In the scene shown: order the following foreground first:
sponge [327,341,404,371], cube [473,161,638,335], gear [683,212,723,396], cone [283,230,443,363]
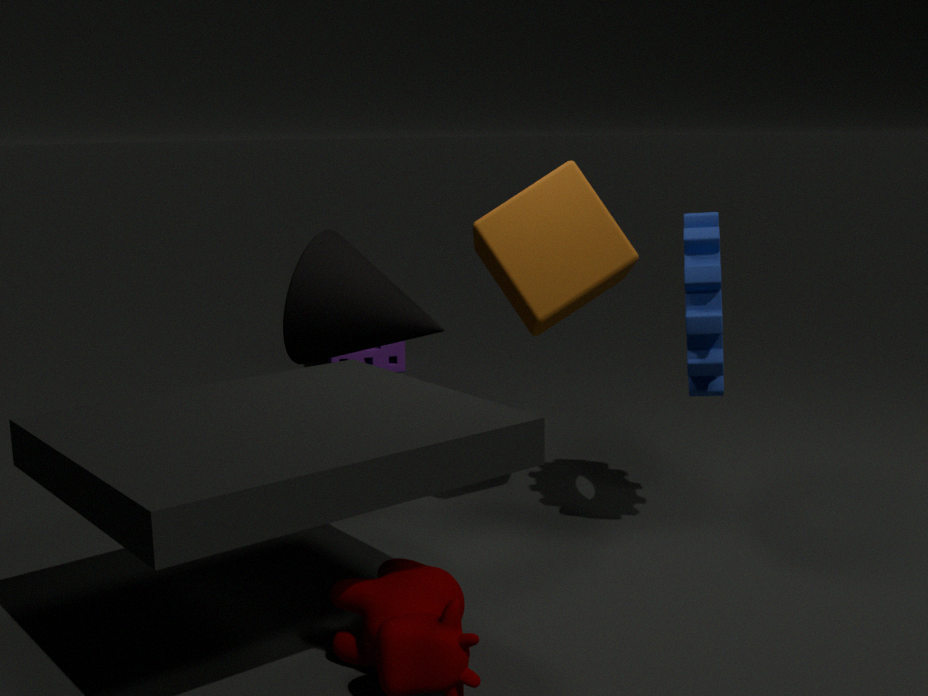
1. gear [683,212,723,396]
2. cube [473,161,638,335]
3. cone [283,230,443,363]
4. sponge [327,341,404,371]
